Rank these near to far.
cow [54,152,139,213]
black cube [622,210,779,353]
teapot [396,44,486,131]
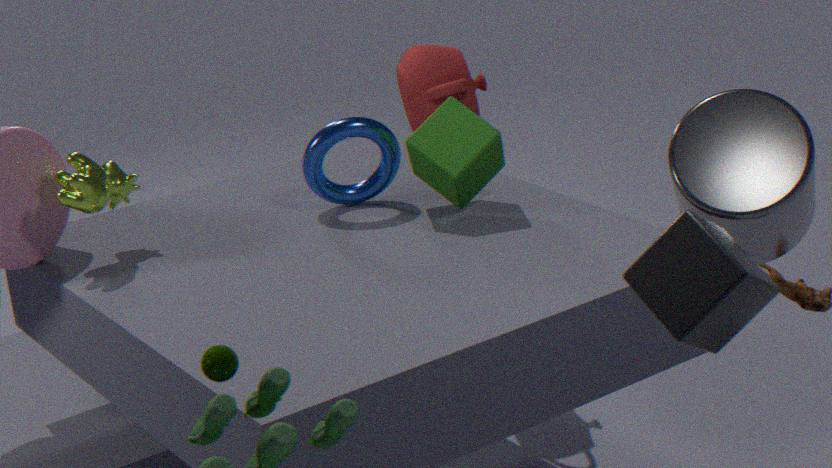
black cube [622,210,779,353], cow [54,152,139,213], teapot [396,44,486,131]
